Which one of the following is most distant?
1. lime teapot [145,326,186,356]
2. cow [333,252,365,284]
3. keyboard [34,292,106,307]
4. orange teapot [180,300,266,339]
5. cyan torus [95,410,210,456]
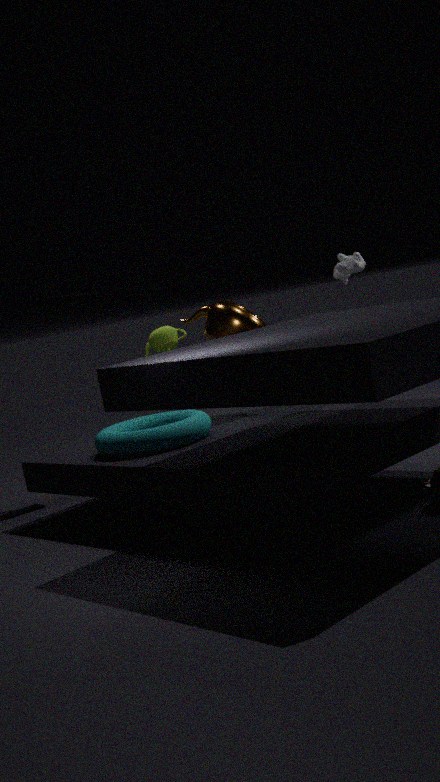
cow [333,252,365,284]
